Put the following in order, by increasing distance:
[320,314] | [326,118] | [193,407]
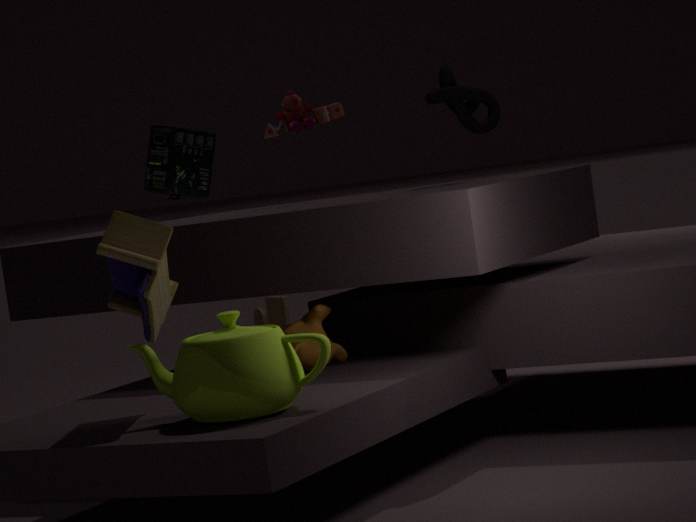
[193,407], [320,314], [326,118]
